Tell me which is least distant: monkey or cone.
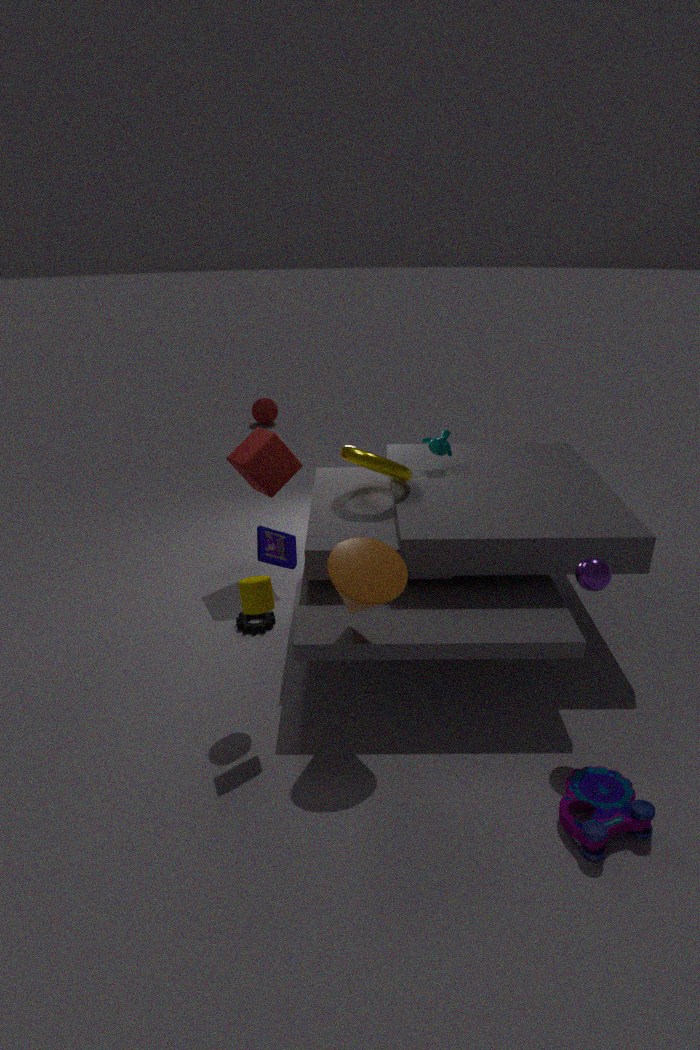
cone
